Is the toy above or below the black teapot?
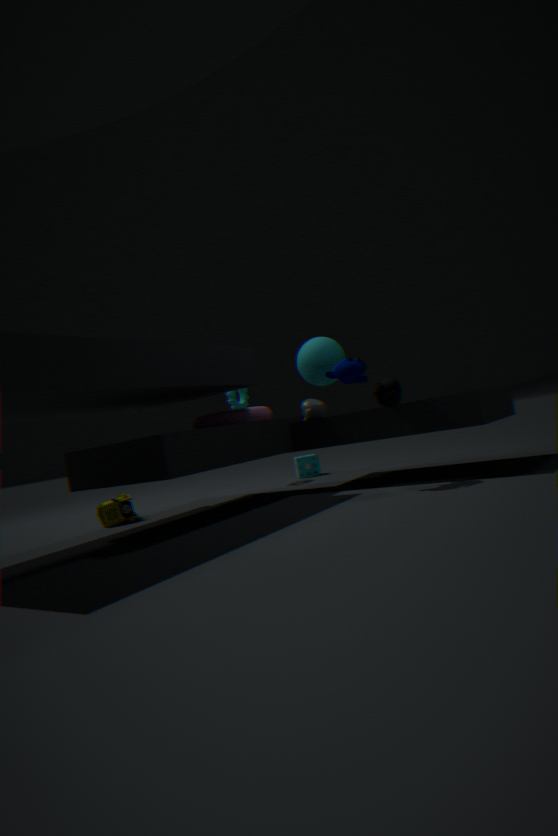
below
